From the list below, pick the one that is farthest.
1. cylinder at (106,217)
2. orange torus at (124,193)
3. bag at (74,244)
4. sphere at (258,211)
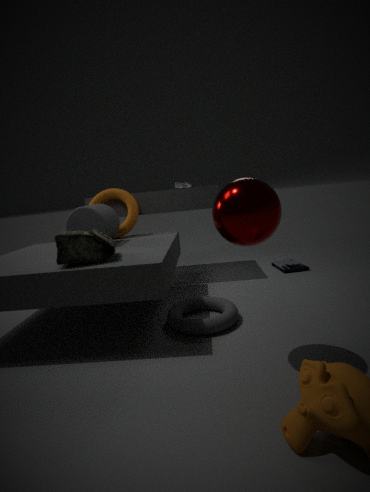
orange torus at (124,193)
